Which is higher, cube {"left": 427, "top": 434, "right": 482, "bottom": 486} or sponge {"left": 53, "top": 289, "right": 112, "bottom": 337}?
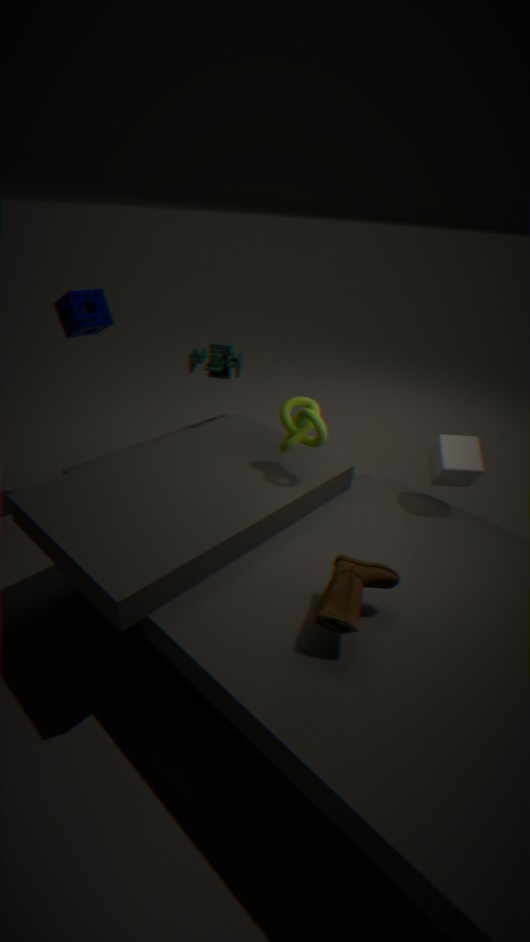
sponge {"left": 53, "top": 289, "right": 112, "bottom": 337}
